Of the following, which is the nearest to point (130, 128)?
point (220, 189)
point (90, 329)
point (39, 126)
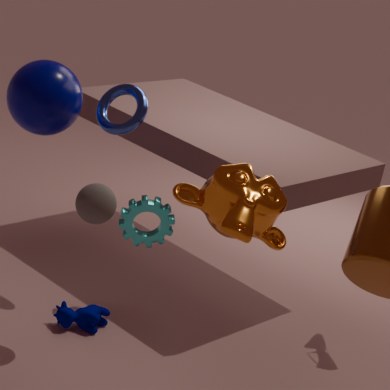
point (39, 126)
